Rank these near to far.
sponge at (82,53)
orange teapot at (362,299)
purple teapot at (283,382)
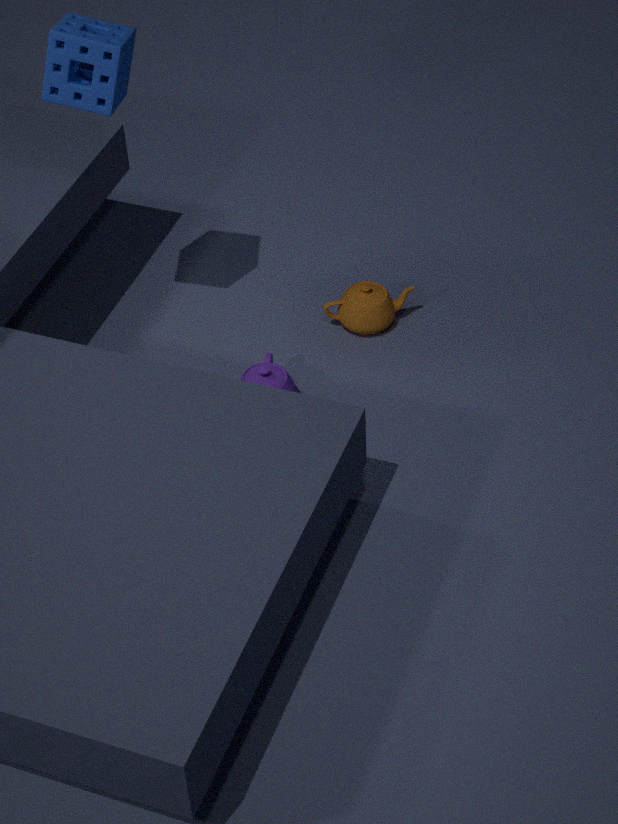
sponge at (82,53), purple teapot at (283,382), orange teapot at (362,299)
